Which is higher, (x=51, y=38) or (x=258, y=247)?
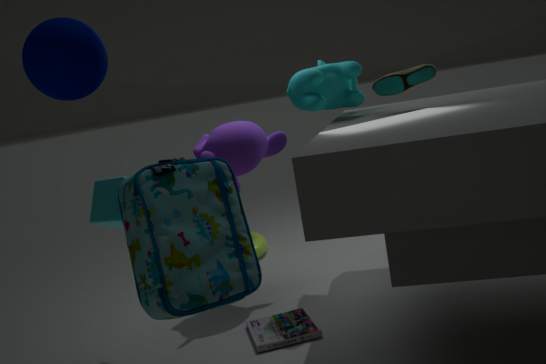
(x=51, y=38)
